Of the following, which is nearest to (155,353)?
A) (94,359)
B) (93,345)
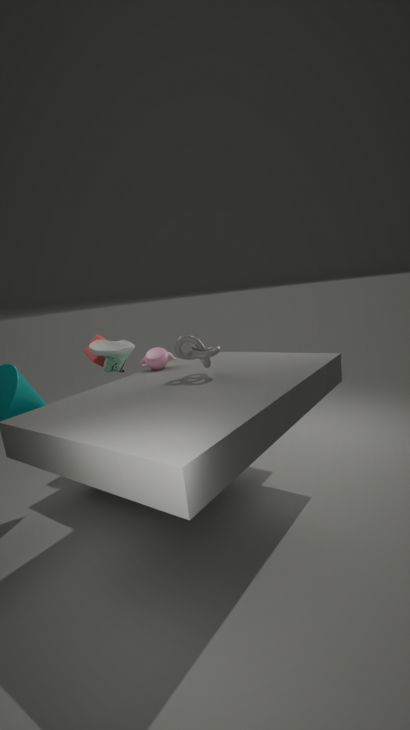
(93,345)
